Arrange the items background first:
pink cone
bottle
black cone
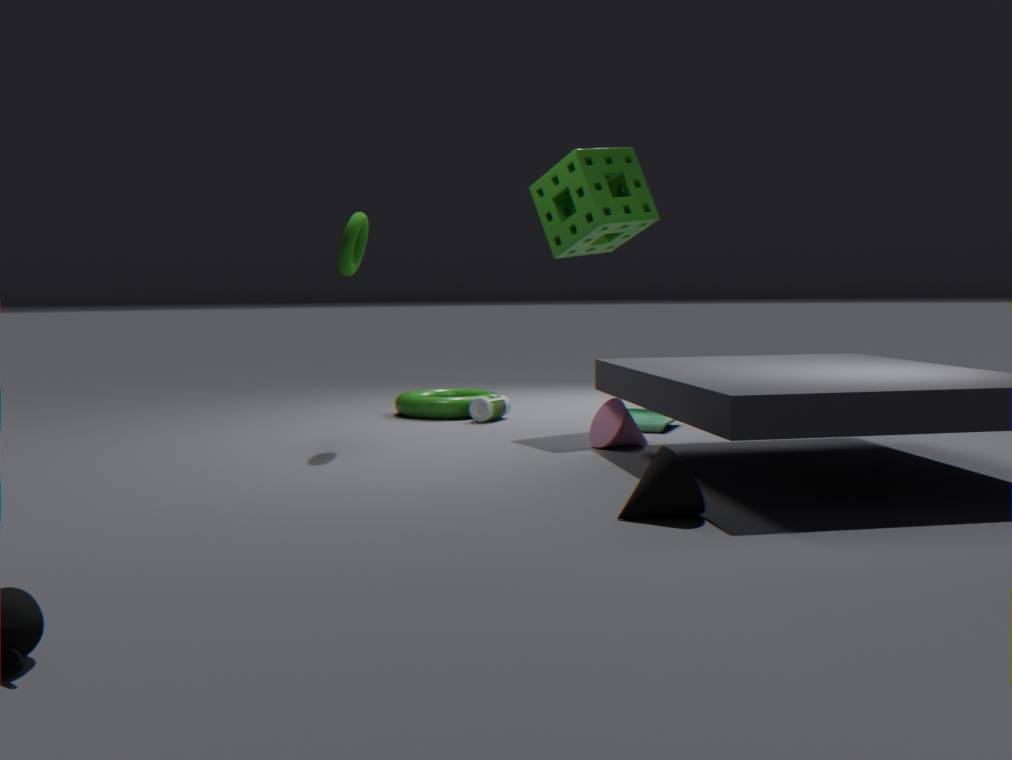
bottle → pink cone → black cone
